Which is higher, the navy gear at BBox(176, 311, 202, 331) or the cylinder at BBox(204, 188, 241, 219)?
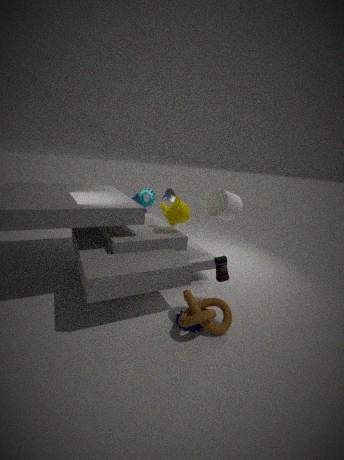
the cylinder at BBox(204, 188, 241, 219)
